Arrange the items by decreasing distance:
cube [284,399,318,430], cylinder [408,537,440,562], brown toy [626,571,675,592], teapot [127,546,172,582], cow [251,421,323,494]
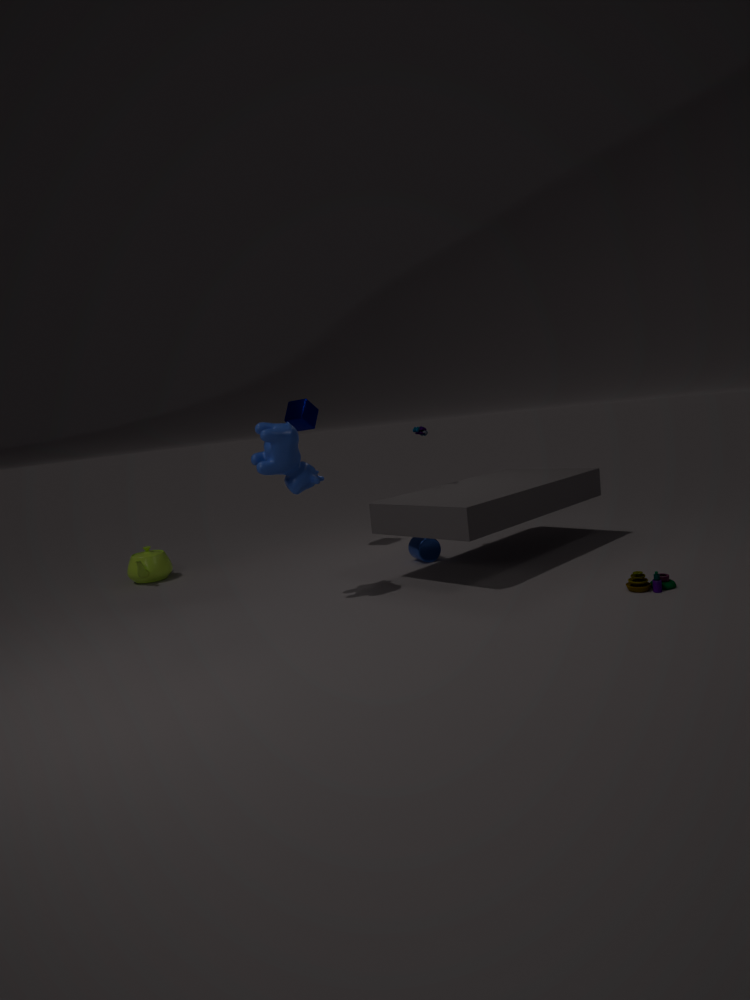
cube [284,399,318,430] → teapot [127,546,172,582] → cylinder [408,537,440,562] → cow [251,421,323,494] → brown toy [626,571,675,592]
